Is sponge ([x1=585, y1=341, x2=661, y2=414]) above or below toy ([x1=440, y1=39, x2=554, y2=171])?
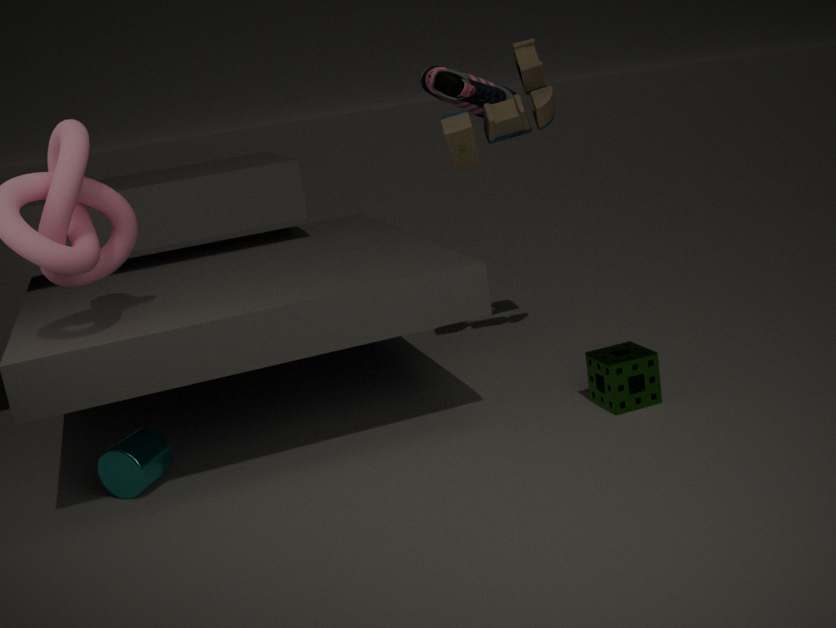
below
